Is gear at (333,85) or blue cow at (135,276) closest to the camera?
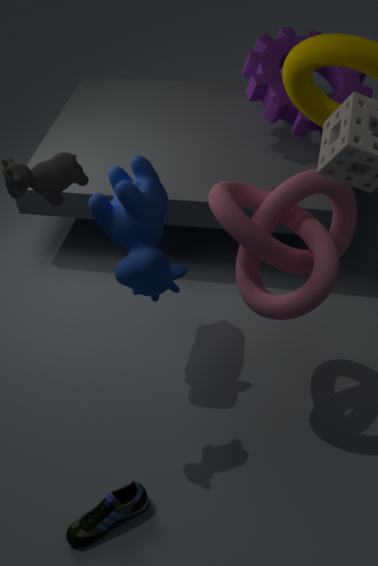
blue cow at (135,276)
